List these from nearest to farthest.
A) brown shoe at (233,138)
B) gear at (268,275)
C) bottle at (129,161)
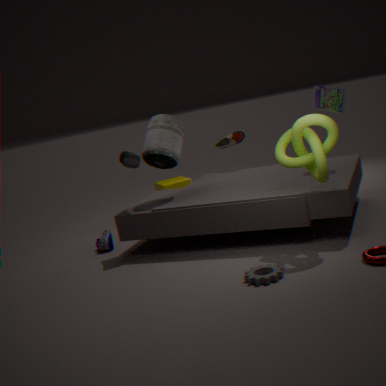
gear at (268,275)
bottle at (129,161)
brown shoe at (233,138)
